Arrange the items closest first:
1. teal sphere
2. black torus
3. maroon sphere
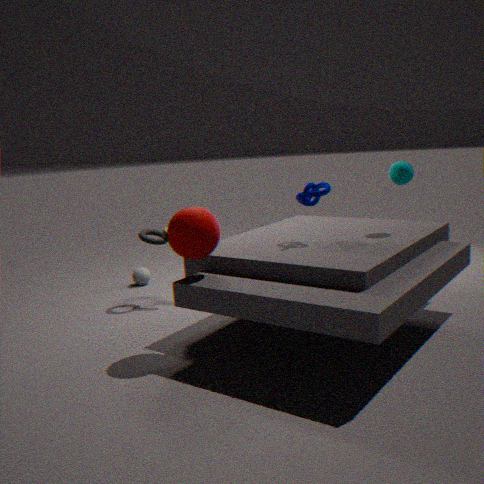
1. maroon sphere
2. teal sphere
3. black torus
